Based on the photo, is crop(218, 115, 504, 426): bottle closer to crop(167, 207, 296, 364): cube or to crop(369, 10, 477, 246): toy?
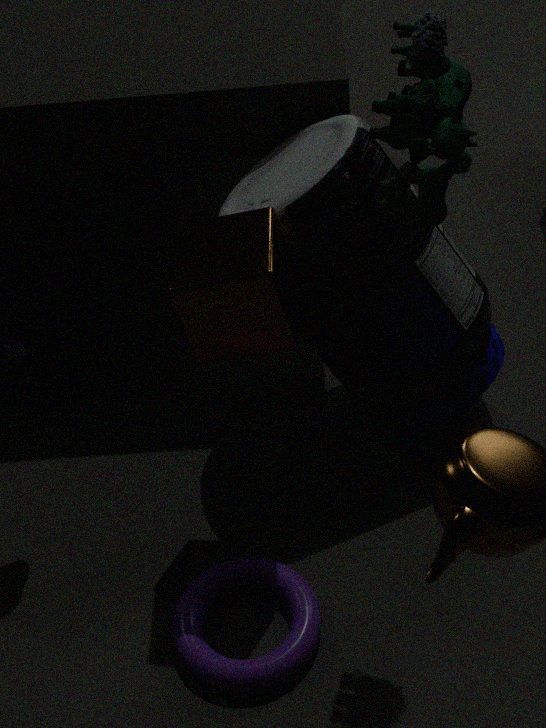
crop(167, 207, 296, 364): cube
